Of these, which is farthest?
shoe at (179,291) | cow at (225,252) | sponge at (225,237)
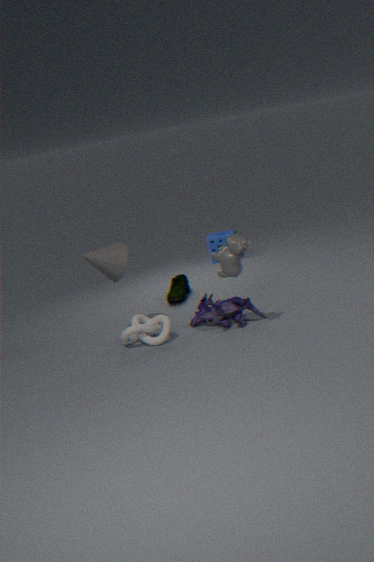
sponge at (225,237)
